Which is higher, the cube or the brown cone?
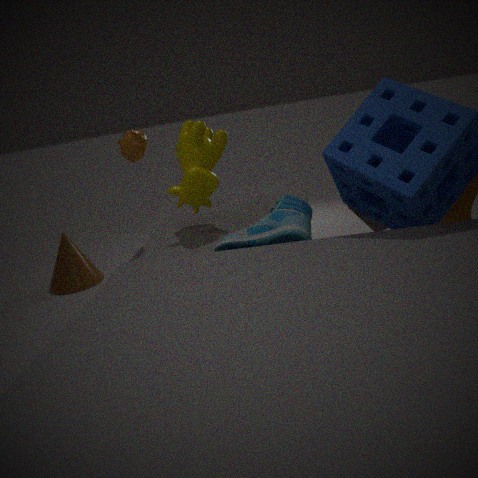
the cube
